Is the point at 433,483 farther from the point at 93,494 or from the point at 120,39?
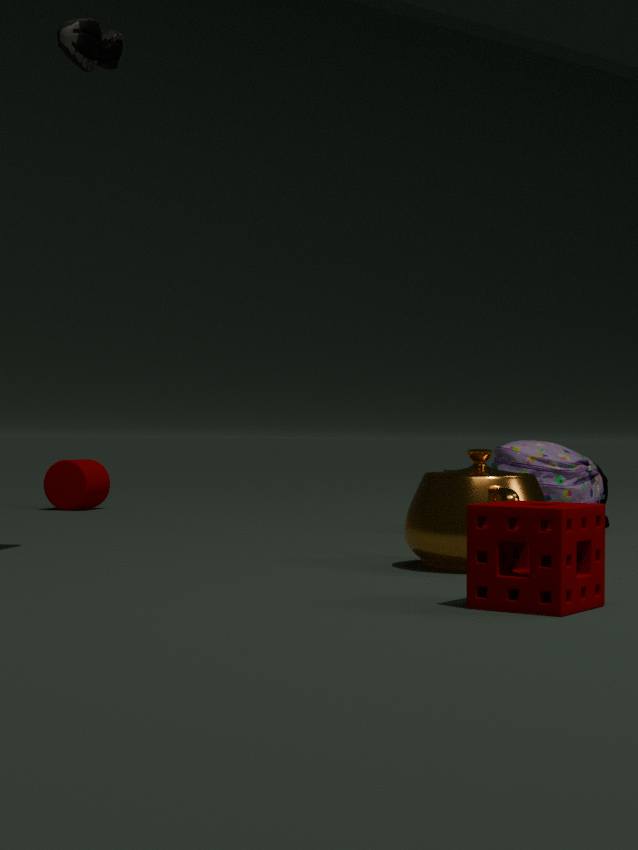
the point at 93,494
